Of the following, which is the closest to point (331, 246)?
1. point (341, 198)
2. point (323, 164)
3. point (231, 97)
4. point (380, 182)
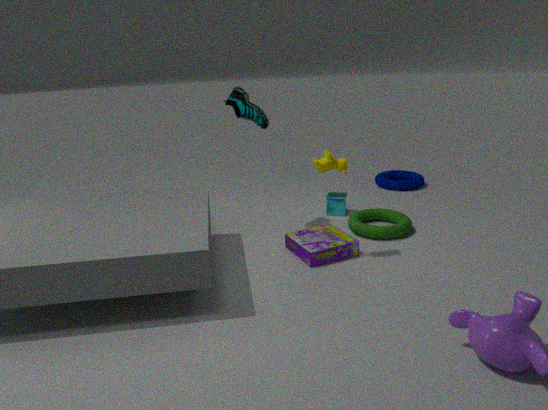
point (323, 164)
